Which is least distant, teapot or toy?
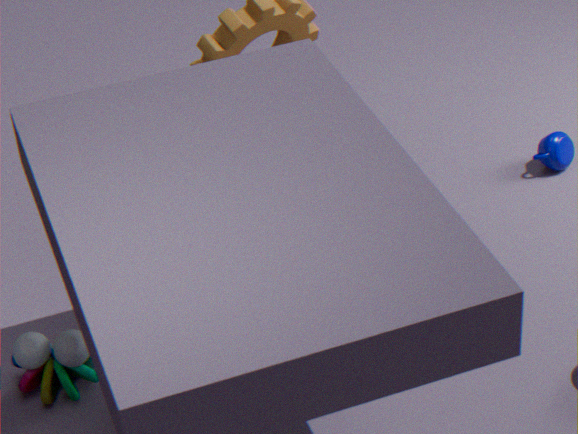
toy
